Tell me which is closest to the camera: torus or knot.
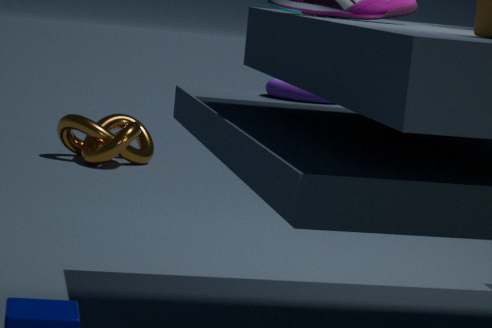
torus
